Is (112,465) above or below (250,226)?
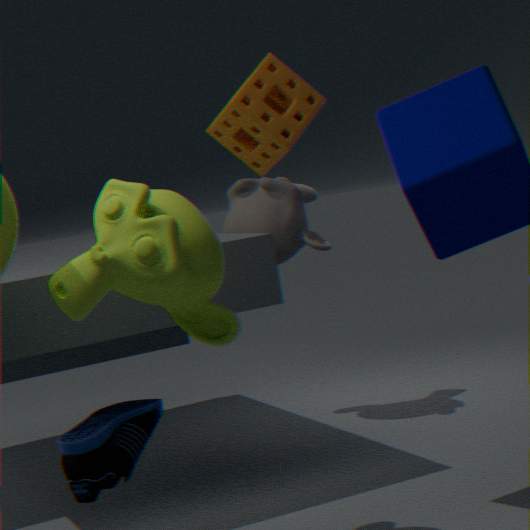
below
